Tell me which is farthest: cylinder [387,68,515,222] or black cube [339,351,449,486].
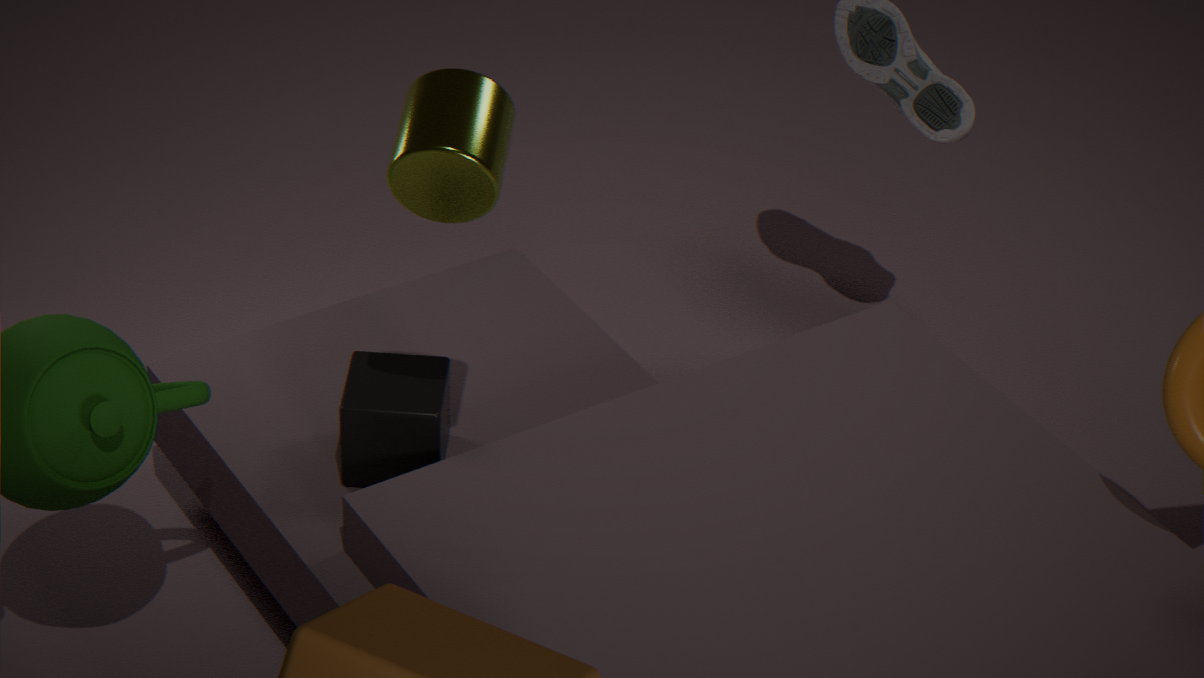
black cube [339,351,449,486]
